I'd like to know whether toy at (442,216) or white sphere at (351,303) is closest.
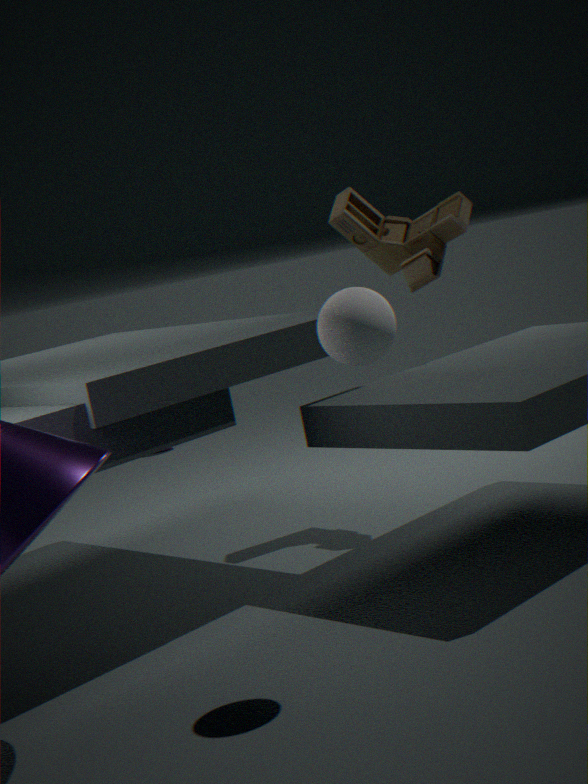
white sphere at (351,303)
